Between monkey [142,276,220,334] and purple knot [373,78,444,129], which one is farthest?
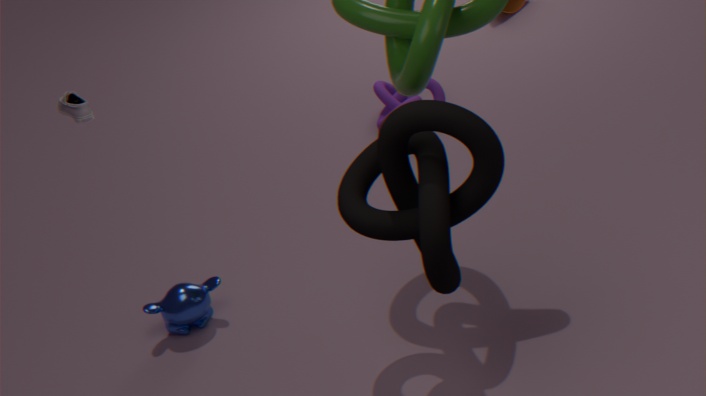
purple knot [373,78,444,129]
